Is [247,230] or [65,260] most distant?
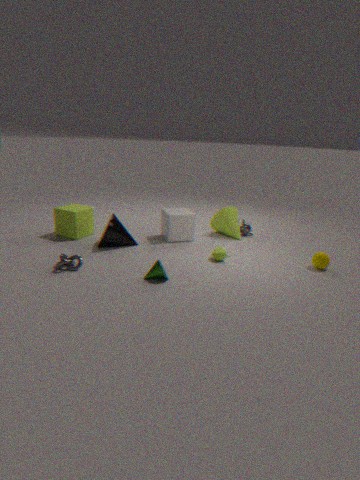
[247,230]
